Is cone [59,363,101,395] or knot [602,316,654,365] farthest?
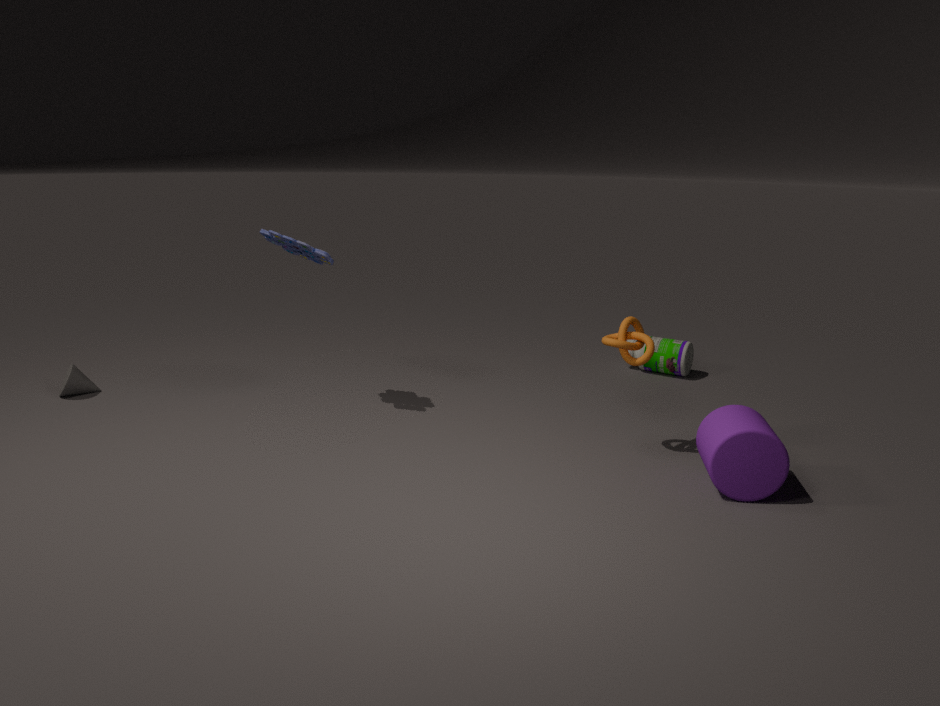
cone [59,363,101,395]
